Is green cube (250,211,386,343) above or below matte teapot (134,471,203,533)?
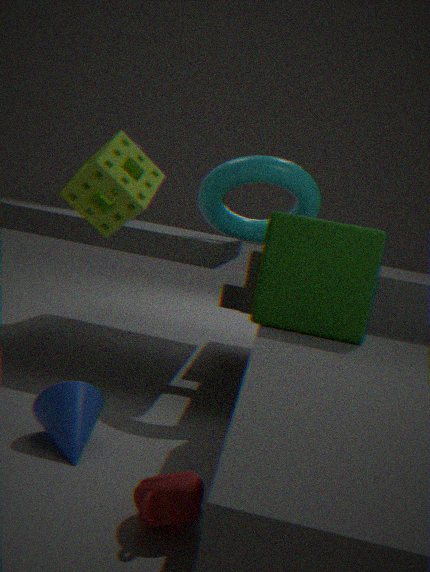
above
